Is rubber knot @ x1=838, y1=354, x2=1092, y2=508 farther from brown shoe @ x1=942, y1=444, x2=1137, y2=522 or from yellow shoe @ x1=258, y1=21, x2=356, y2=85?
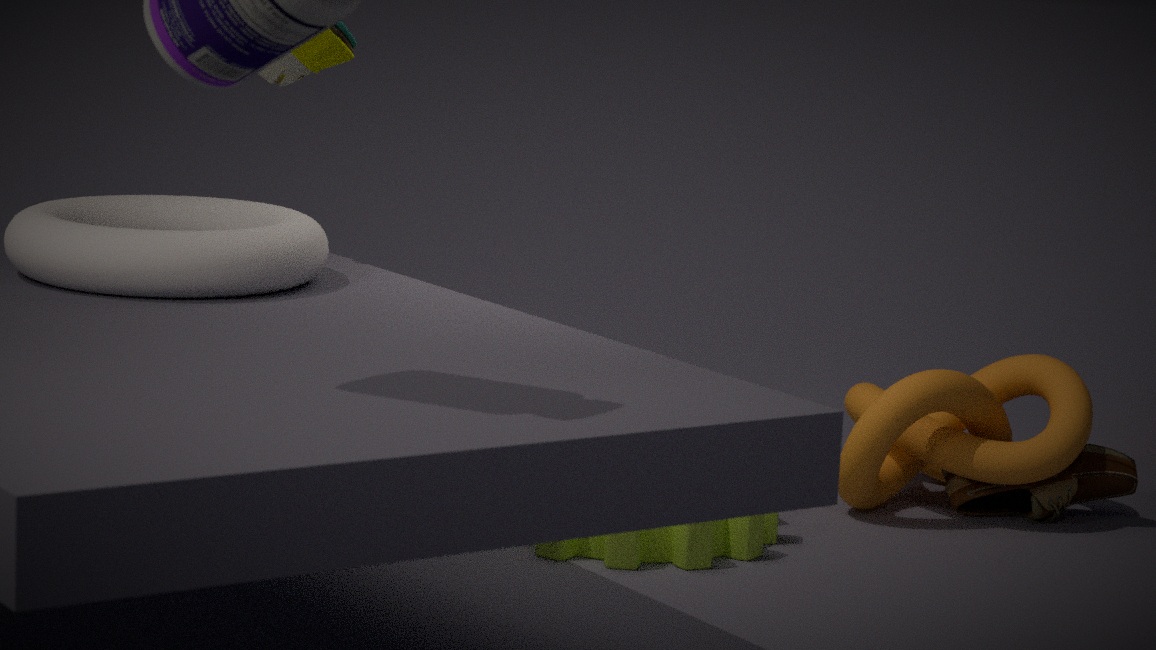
yellow shoe @ x1=258, y1=21, x2=356, y2=85
